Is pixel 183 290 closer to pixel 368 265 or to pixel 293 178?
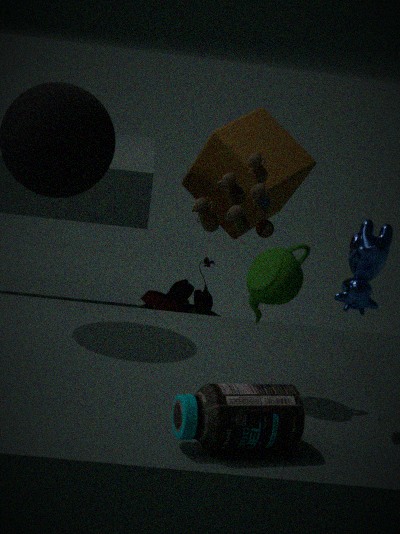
pixel 293 178
